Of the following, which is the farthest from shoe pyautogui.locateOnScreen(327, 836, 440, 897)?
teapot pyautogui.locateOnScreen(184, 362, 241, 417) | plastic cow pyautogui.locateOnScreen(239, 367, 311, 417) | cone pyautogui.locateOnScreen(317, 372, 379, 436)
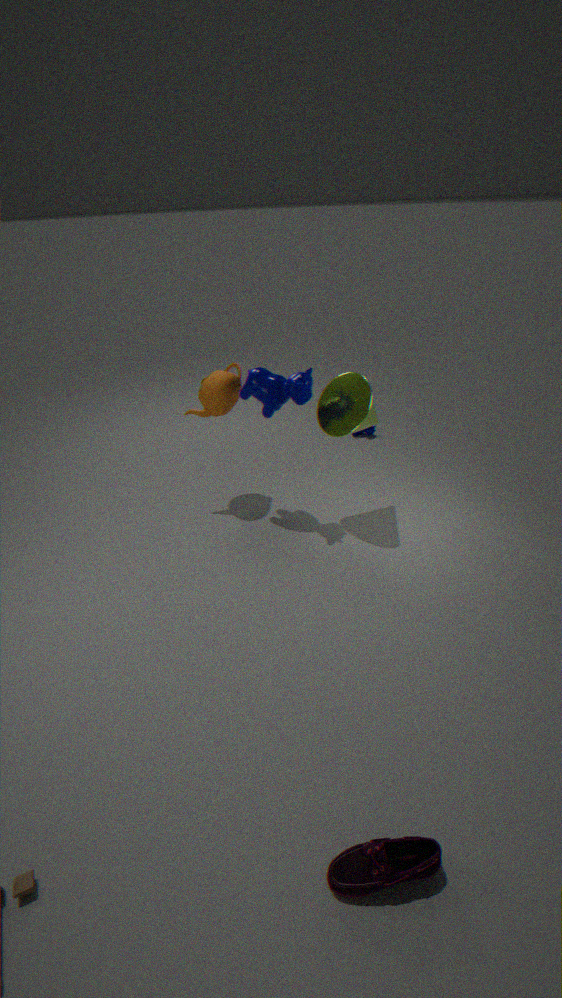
teapot pyautogui.locateOnScreen(184, 362, 241, 417)
